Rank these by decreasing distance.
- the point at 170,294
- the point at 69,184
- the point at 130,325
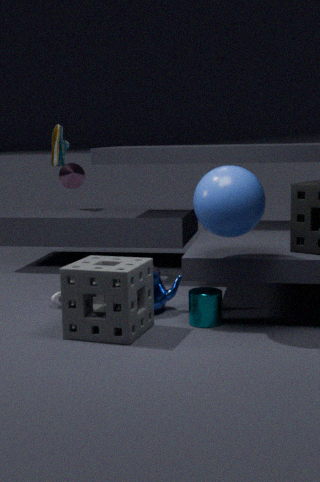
the point at 69,184 → the point at 170,294 → the point at 130,325
